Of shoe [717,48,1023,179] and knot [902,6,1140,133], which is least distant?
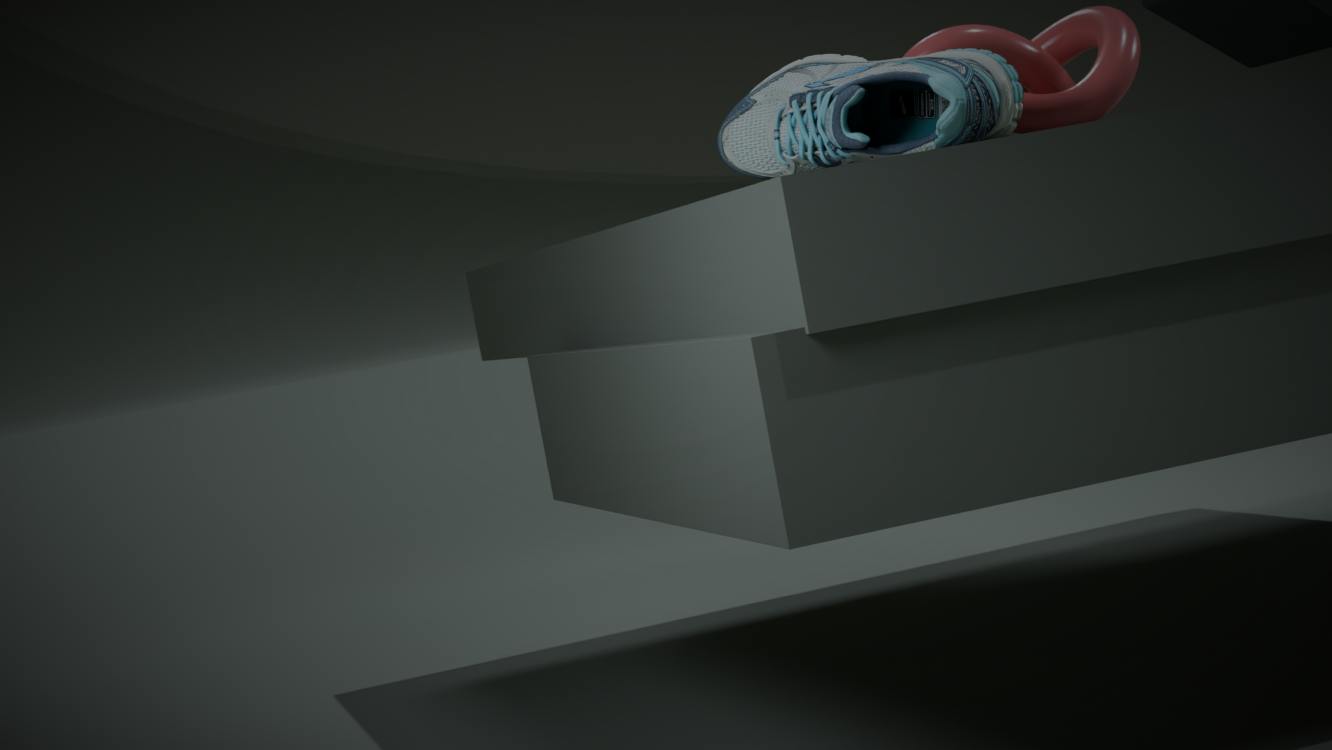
shoe [717,48,1023,179]
